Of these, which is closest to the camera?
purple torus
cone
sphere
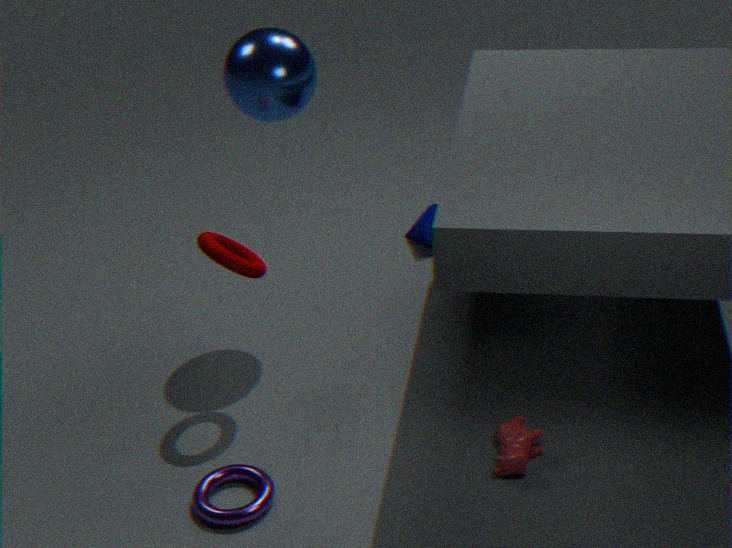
purple torus
